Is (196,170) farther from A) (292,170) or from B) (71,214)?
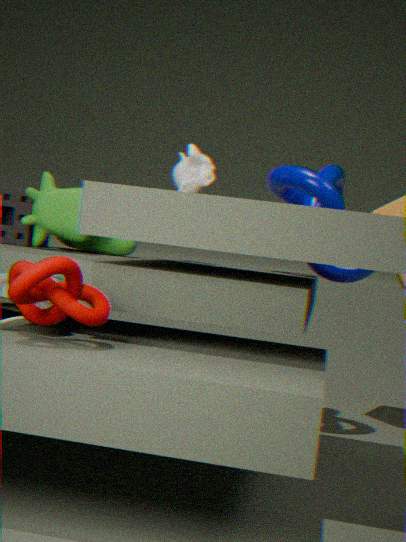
A) (292,170)
